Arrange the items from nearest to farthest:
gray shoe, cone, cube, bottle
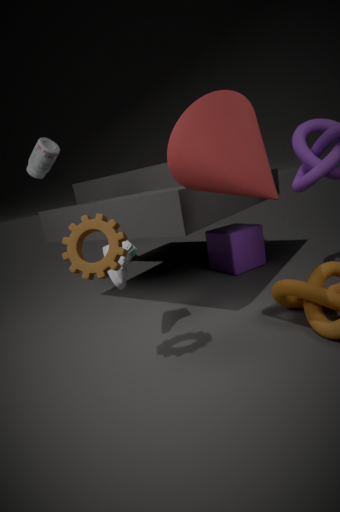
cone → gray shoe → bottle → cube
